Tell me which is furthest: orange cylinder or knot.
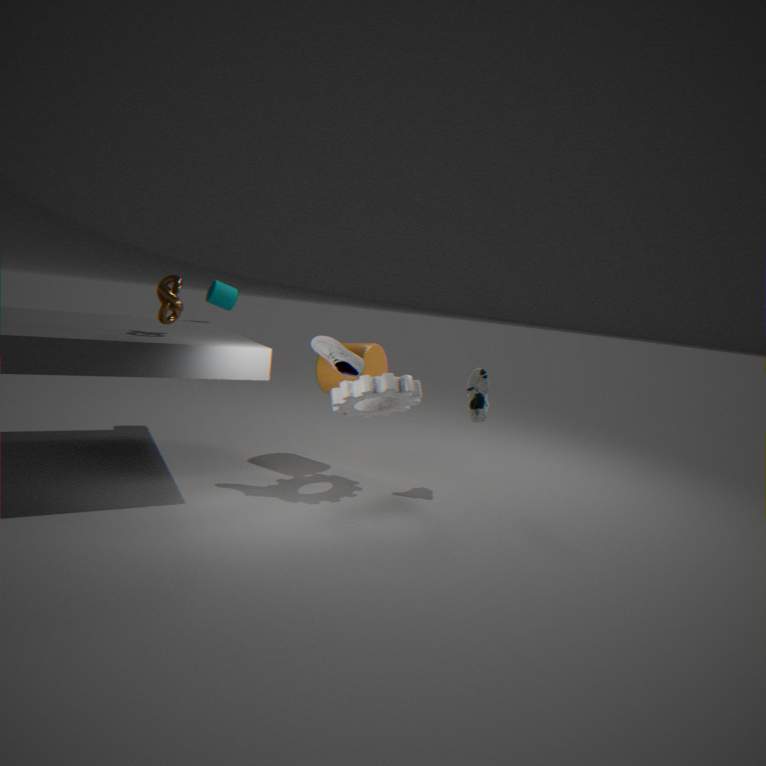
orange cylinder
